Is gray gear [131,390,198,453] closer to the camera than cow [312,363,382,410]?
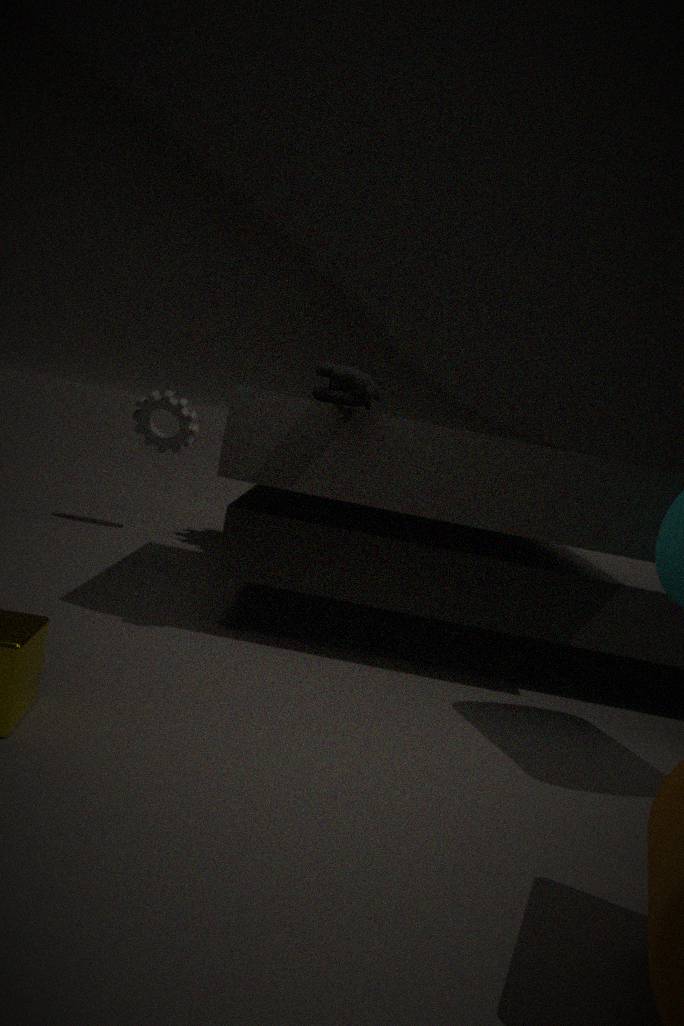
No
